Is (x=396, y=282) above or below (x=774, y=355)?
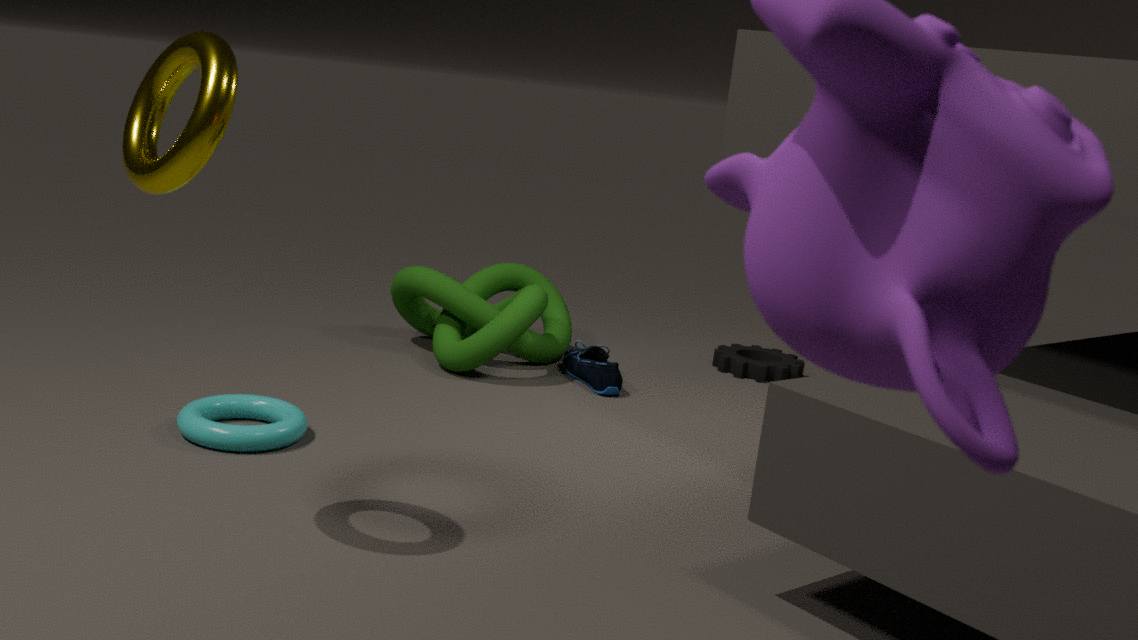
above
